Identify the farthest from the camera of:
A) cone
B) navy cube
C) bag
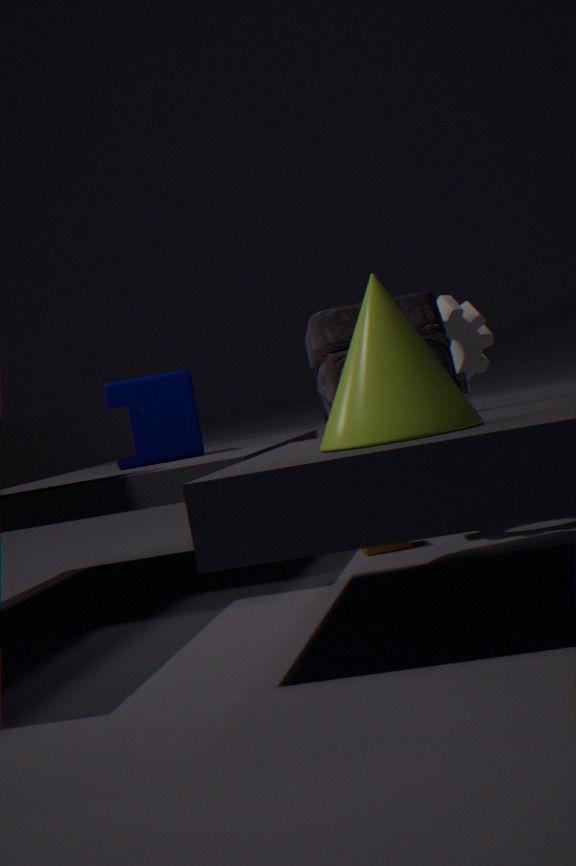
navy cube
